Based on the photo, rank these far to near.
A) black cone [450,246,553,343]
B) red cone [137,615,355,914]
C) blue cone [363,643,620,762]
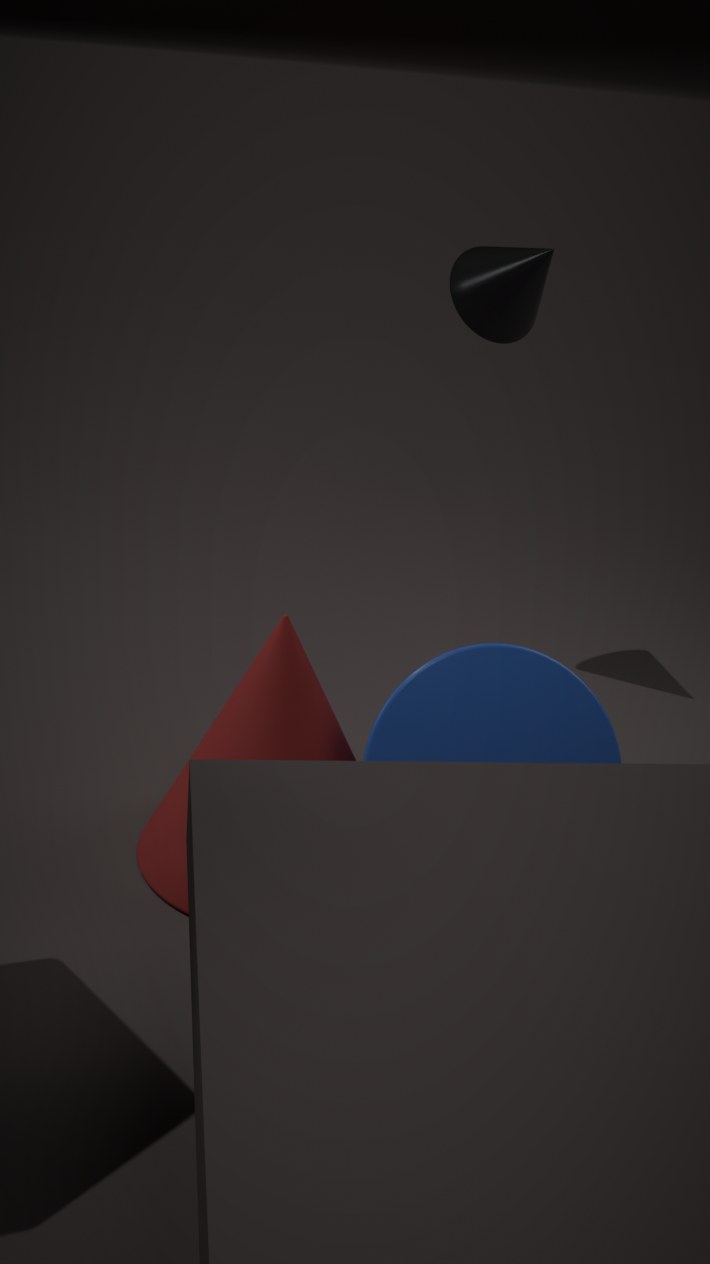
black cone [450,246,553,343] < blue cone [363,643,620,762] < red cone [137,615,355,914]
